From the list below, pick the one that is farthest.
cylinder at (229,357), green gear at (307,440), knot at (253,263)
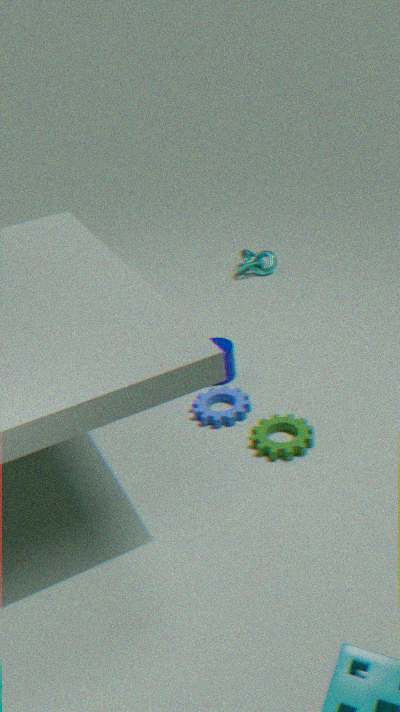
knot at (253,263)
